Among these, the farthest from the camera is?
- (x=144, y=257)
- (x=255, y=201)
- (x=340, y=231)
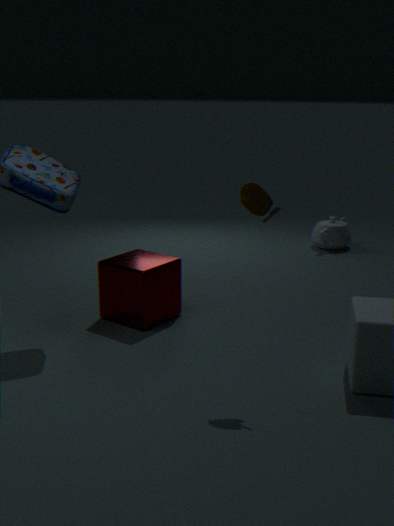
(x=340, y=231)
